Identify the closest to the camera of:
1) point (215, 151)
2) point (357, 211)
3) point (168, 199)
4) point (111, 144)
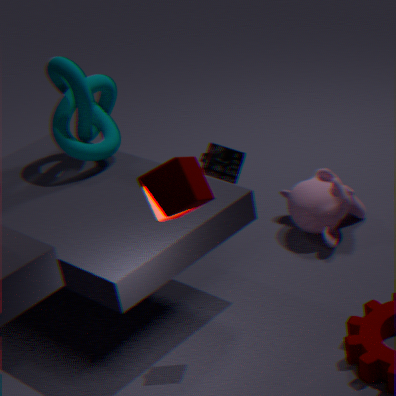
3. point (168, 199)
